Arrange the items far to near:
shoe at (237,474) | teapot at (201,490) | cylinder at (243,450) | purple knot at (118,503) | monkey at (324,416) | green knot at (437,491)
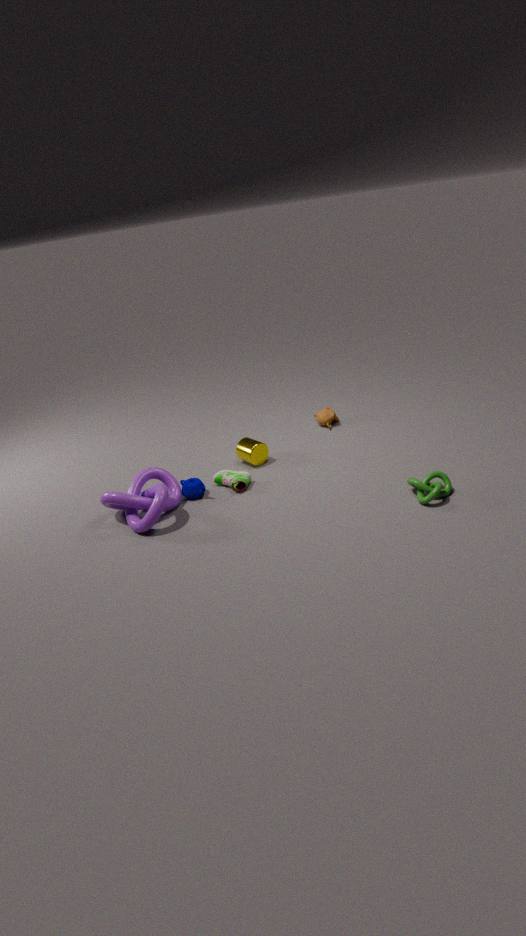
monkey at (324,416), cylinder at (243,450), shoe at (237,474), teapot at (201,490), purple knot at (118,503), green knot at (437,491)
